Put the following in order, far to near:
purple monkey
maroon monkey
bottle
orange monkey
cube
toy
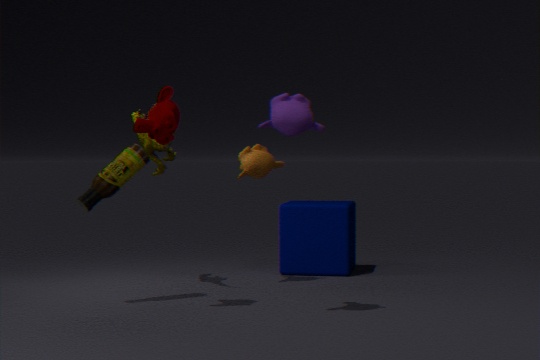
cube
orange monkey
toy
bottle
maroon monkey
purple monkey
